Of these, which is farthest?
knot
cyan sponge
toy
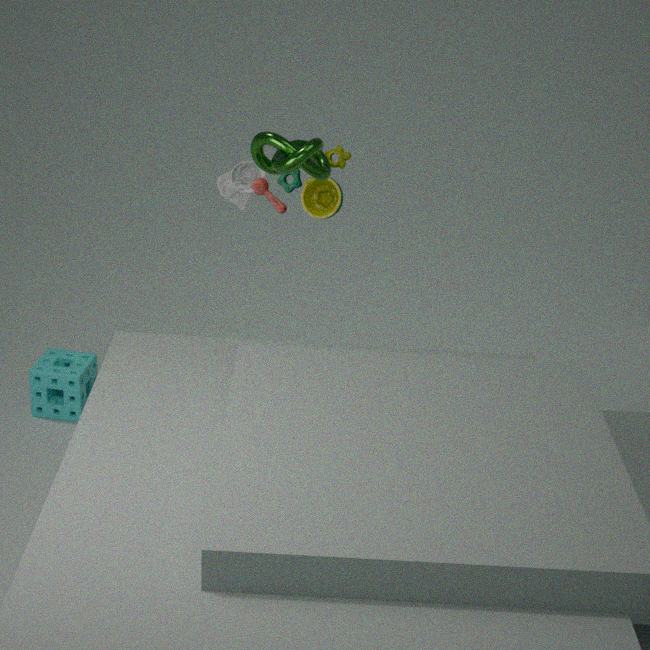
cyan sponge
